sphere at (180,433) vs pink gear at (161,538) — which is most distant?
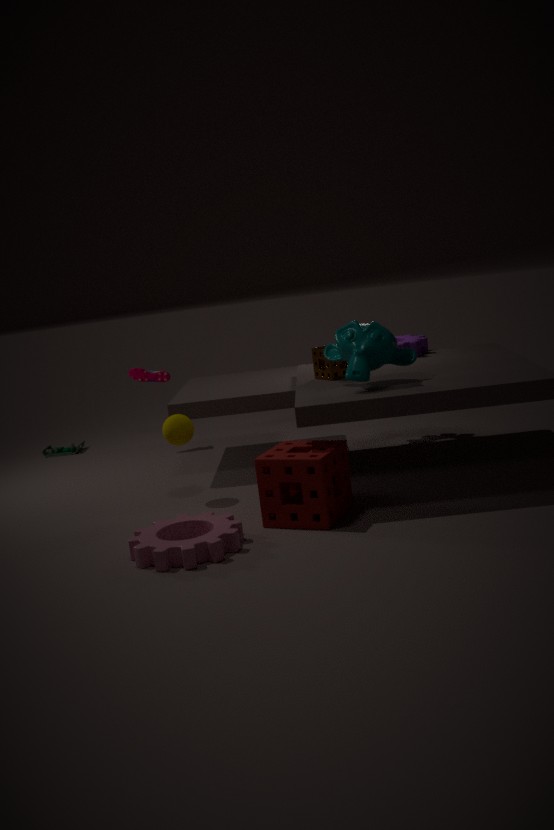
sphere at (180,433)
